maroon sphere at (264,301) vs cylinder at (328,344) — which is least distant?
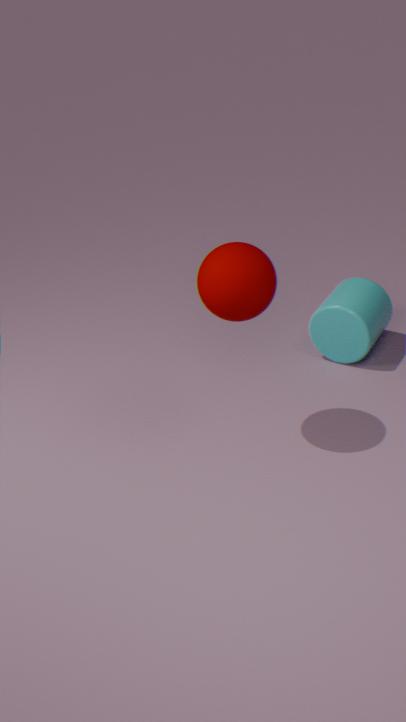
maroon sphere at (264,301)
